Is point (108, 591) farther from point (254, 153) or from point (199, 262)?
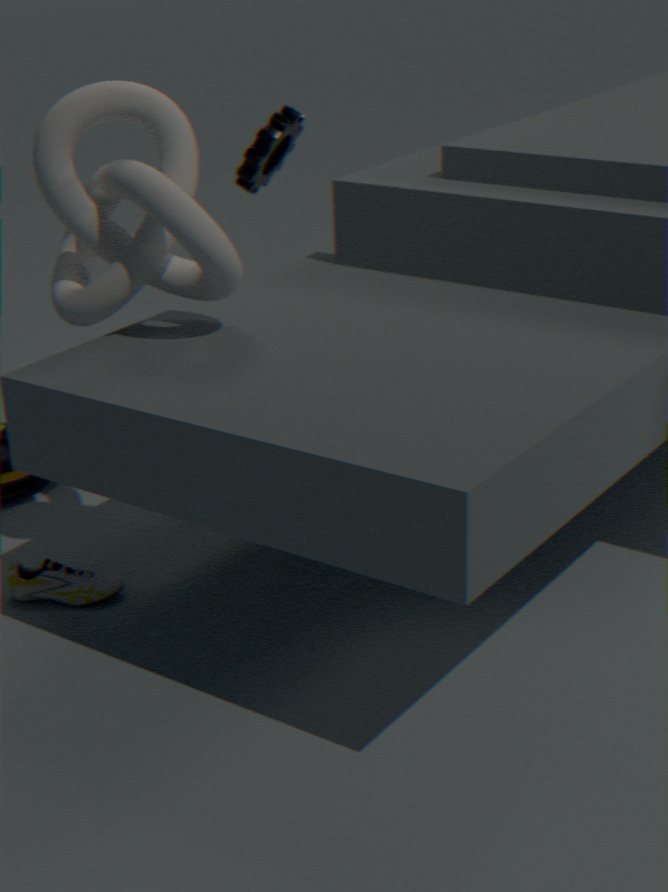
point (254, 153)
